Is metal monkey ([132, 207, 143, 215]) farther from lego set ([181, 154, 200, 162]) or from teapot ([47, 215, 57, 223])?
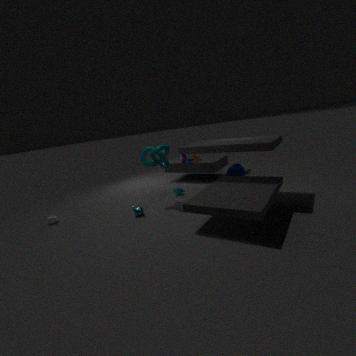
lego set ([181, 154, 200, 162])
